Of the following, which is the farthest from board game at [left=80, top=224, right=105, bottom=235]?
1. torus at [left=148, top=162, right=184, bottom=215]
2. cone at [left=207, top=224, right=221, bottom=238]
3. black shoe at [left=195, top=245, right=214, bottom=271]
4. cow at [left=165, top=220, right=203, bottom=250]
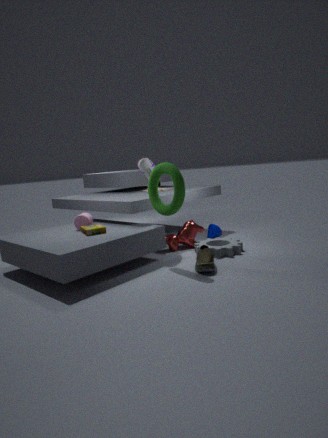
cone at [left=207, top=224, right=221, bottom=238]
